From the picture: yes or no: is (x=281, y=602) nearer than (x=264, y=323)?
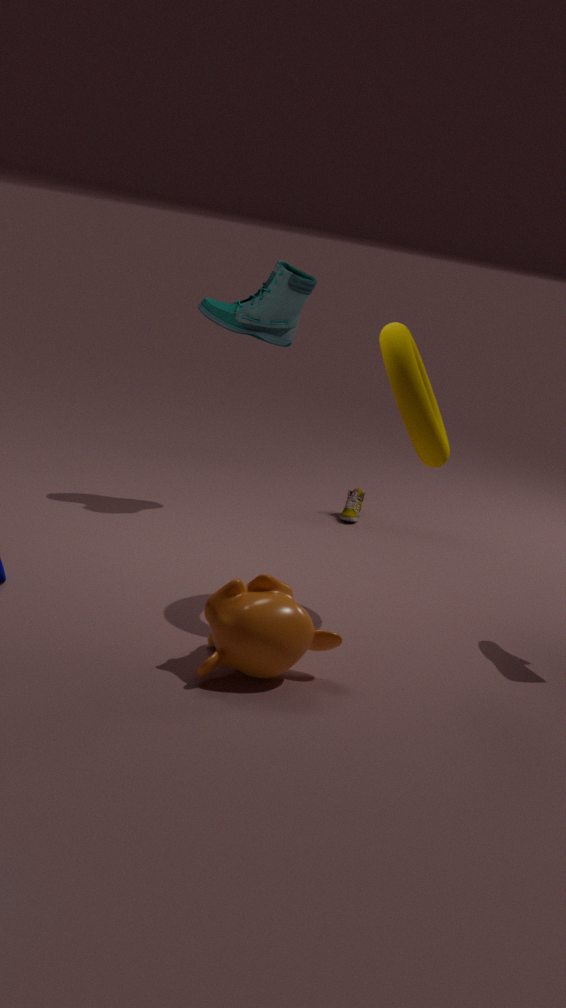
Yes
